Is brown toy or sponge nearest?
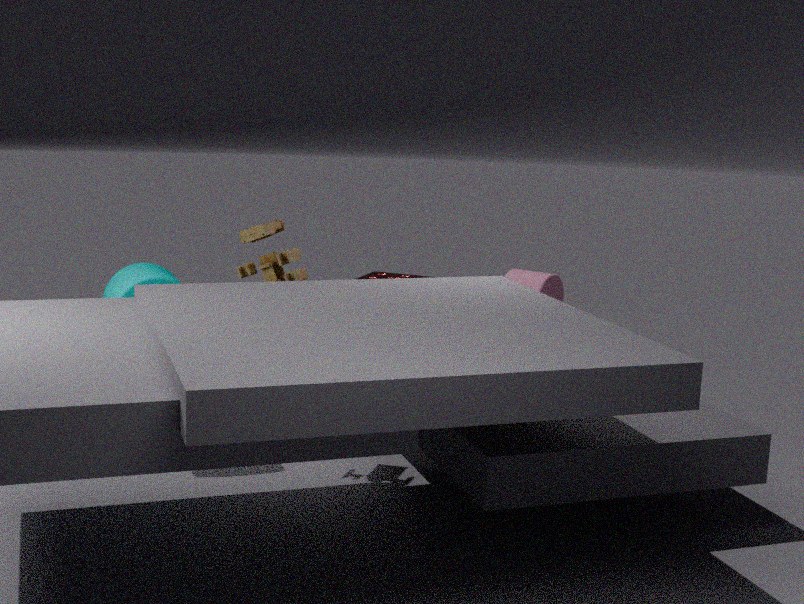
brown toy
